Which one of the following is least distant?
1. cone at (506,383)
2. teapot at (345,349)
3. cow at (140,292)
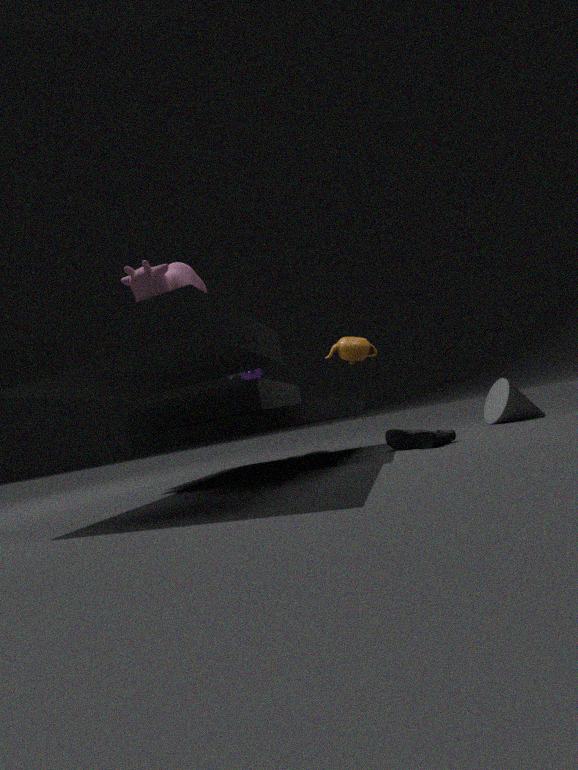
cow at (140,292)
